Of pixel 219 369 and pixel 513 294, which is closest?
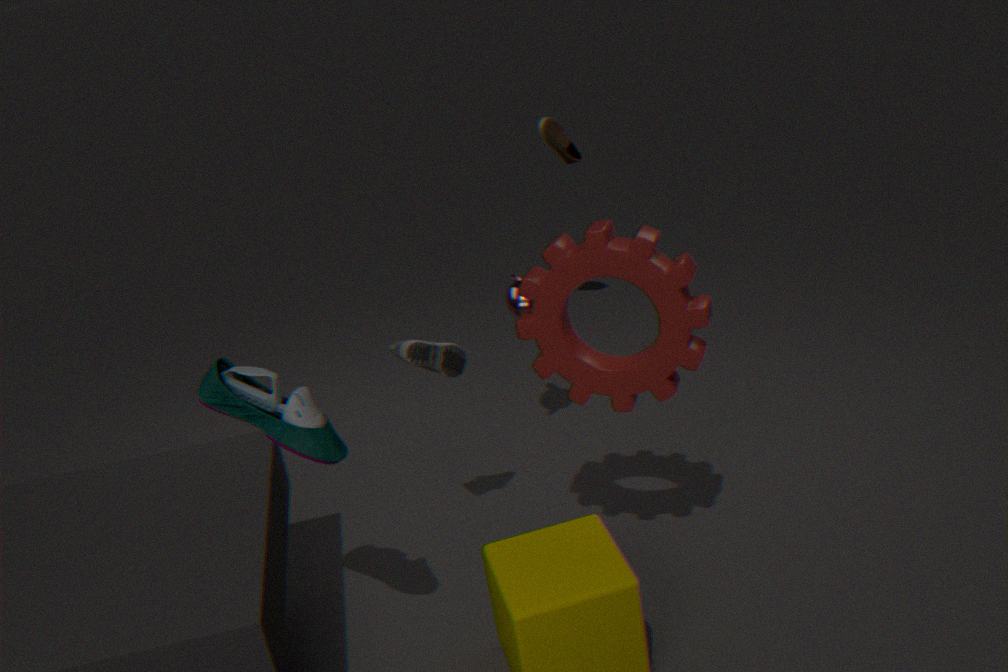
pixel 219 369
